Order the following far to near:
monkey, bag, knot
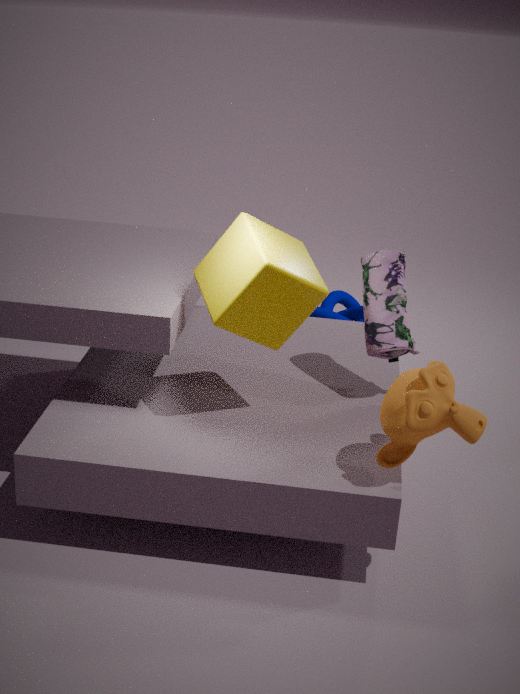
1. knot
2. bag
3. monkey
